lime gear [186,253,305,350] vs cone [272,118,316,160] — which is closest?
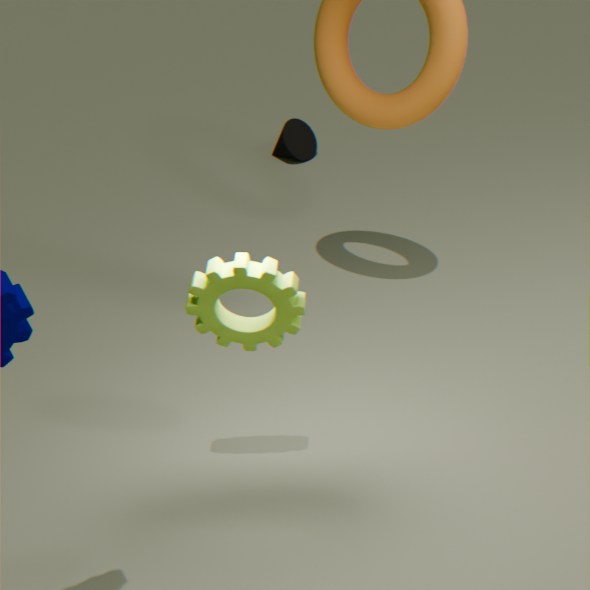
lime gear [186,253,305,350]
